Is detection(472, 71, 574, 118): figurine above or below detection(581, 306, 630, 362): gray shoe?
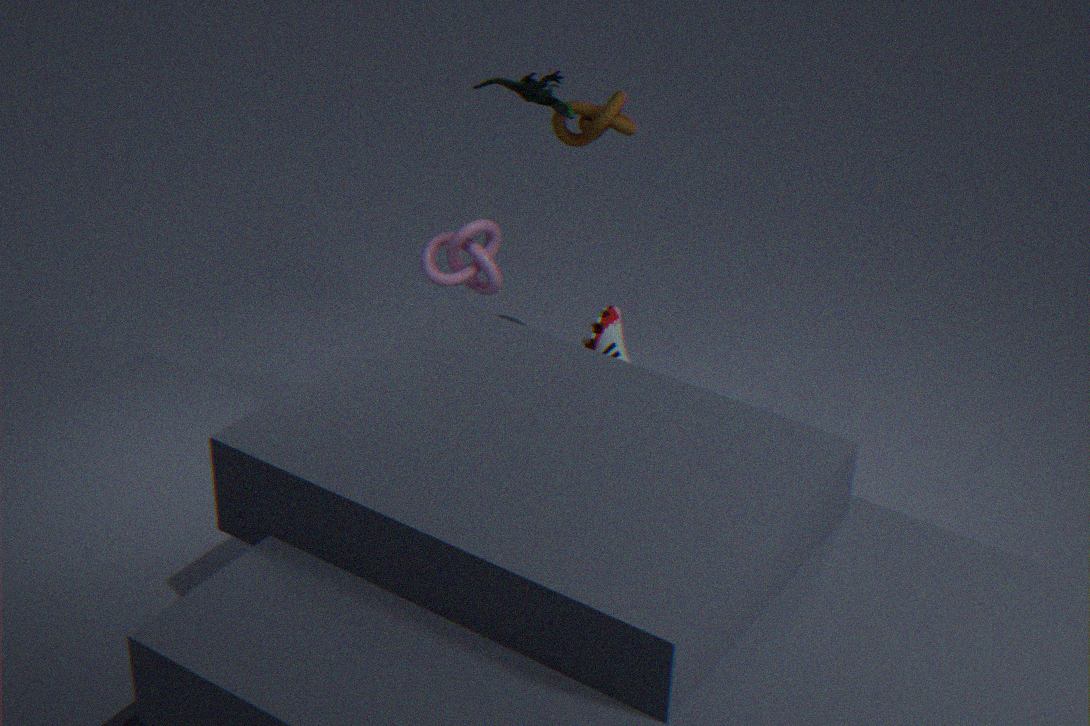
above
